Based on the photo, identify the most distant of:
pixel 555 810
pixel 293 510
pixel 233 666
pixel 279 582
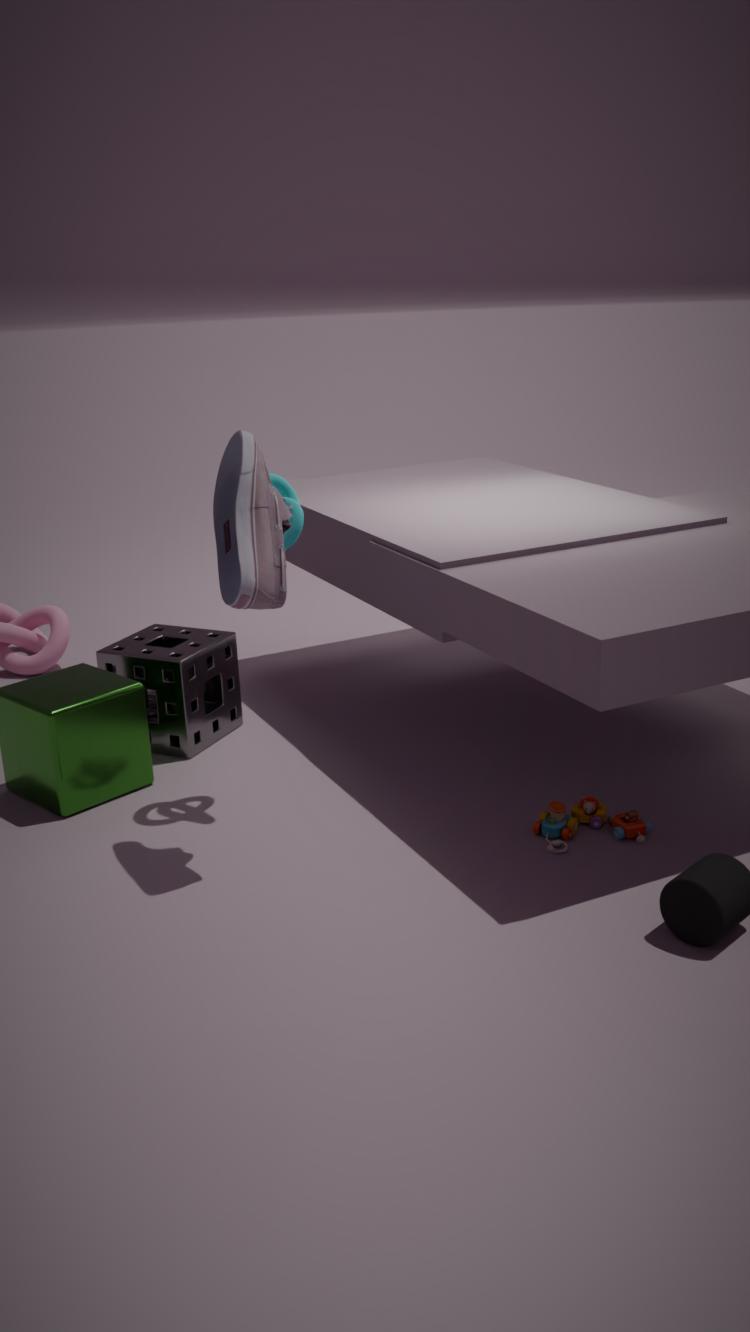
pixel 233 666
